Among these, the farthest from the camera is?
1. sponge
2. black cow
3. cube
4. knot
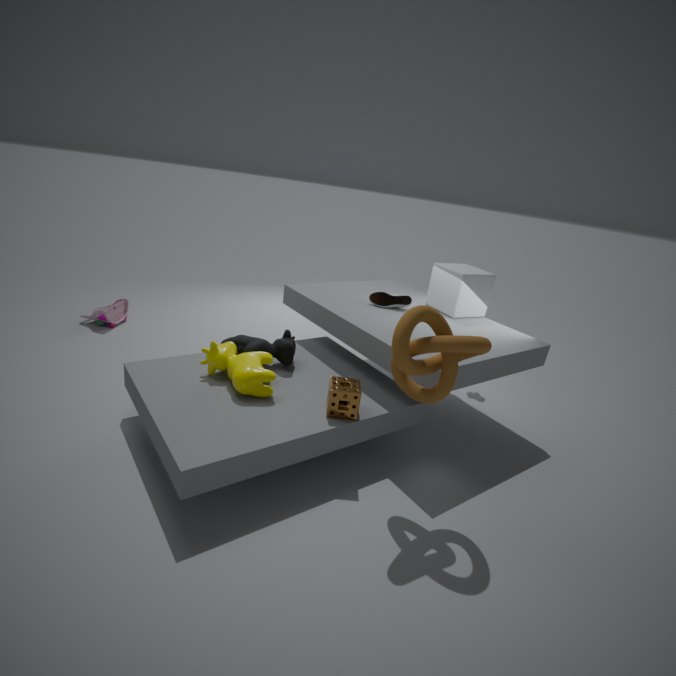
cube
